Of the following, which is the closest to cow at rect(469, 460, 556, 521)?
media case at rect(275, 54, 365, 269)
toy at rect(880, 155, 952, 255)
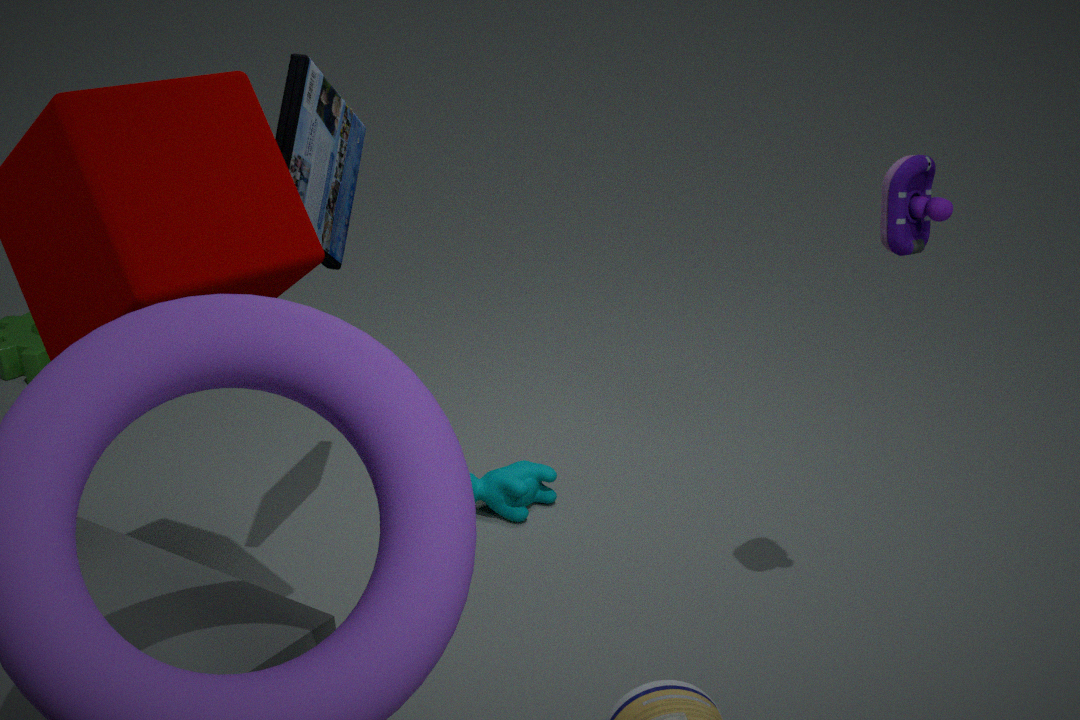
media case at rect(275, 54, 365, 269)
